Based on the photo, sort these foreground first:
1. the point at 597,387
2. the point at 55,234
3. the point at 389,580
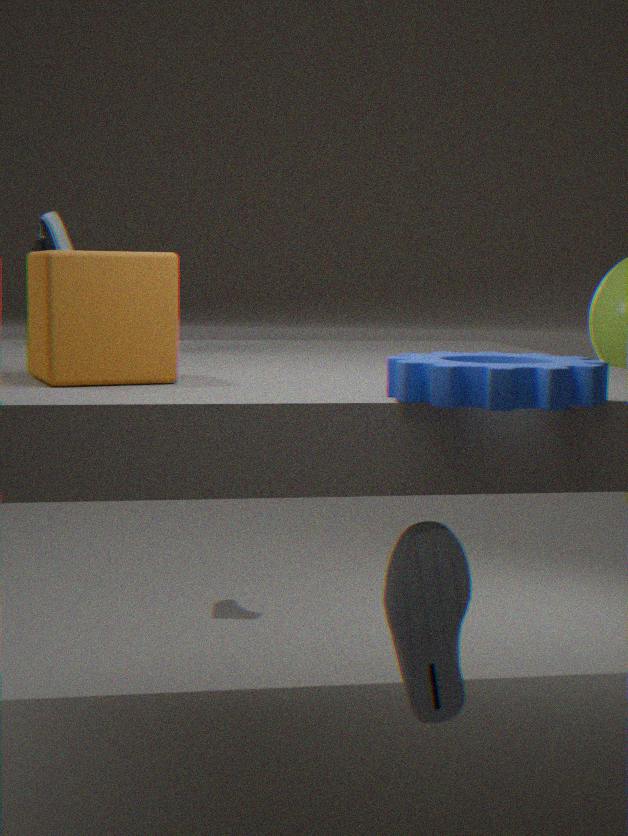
the point at 597,387, the point at 389,580, the point at 55,234
